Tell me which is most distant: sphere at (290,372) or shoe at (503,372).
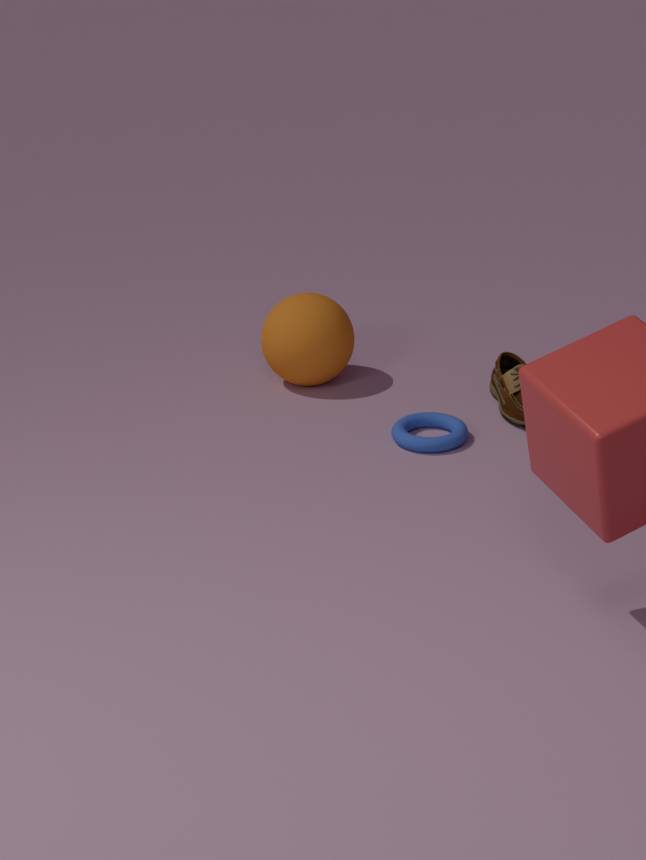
sphere at (290,372)
